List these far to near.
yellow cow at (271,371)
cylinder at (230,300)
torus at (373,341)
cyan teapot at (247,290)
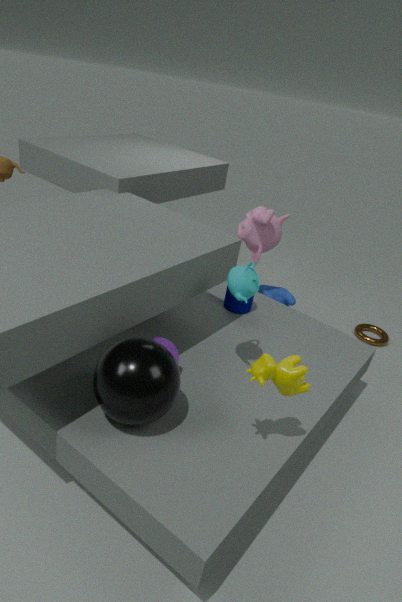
torus at (373,341)
cylinder at (230,300)
cyan teapot at (247,290)
yellow cow at (271,371)
